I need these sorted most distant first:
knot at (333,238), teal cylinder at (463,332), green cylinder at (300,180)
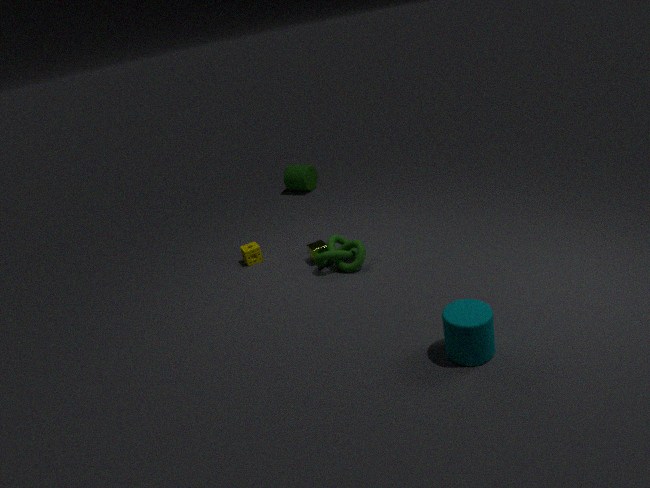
green cylinder at (300,180) < knot at (333,238) < teal cylinder at (463,332)
